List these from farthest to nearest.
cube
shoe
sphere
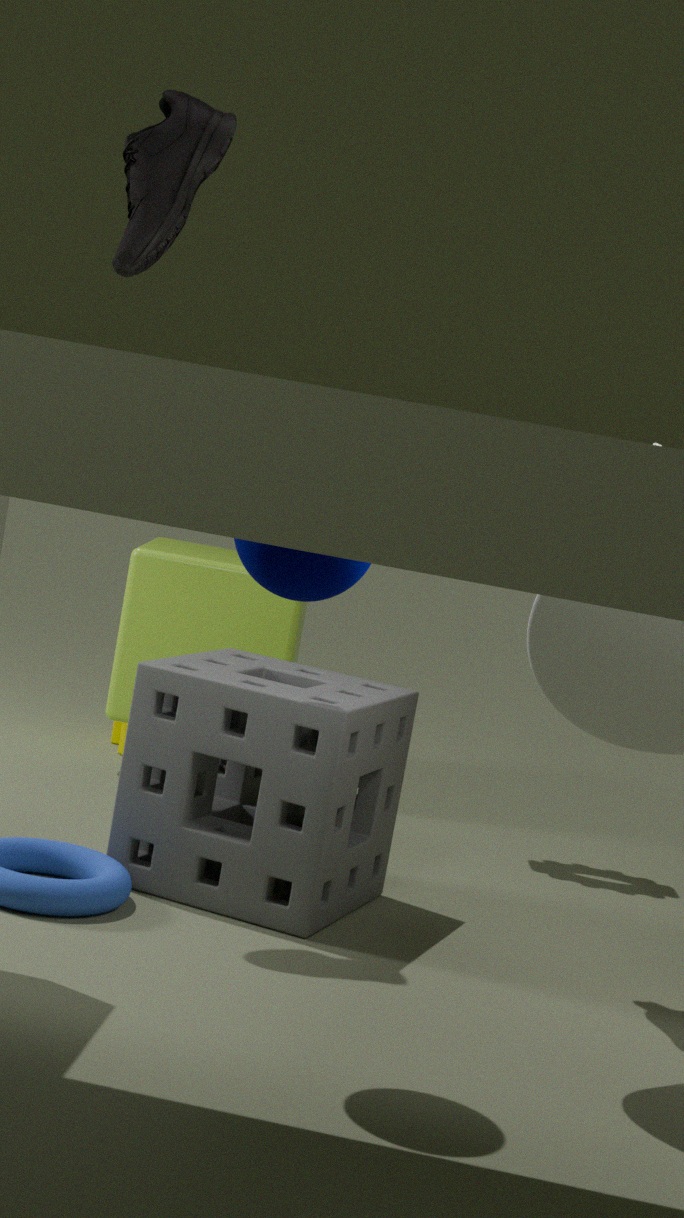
1. cube
2. shoe
3. sphere
